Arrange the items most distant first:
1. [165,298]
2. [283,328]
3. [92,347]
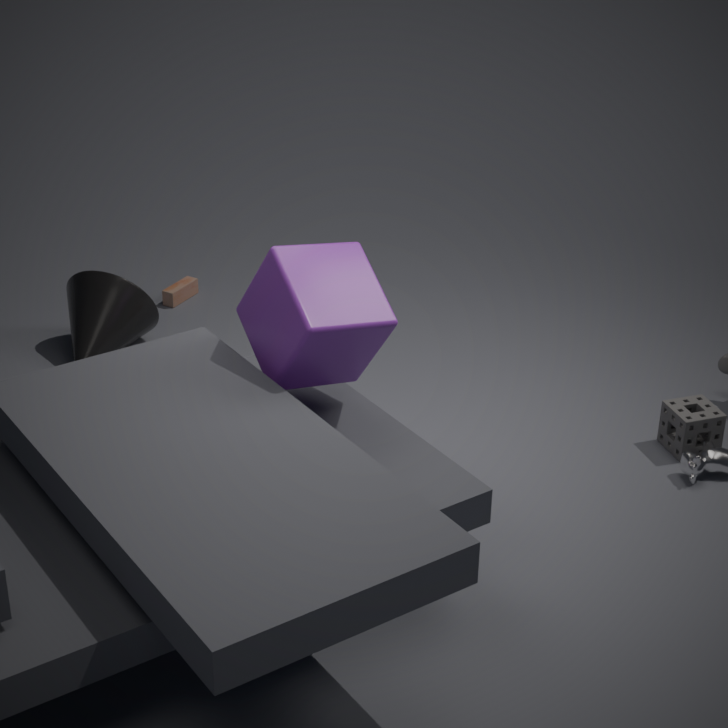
[165,298] < [92,347] < [283,328]
